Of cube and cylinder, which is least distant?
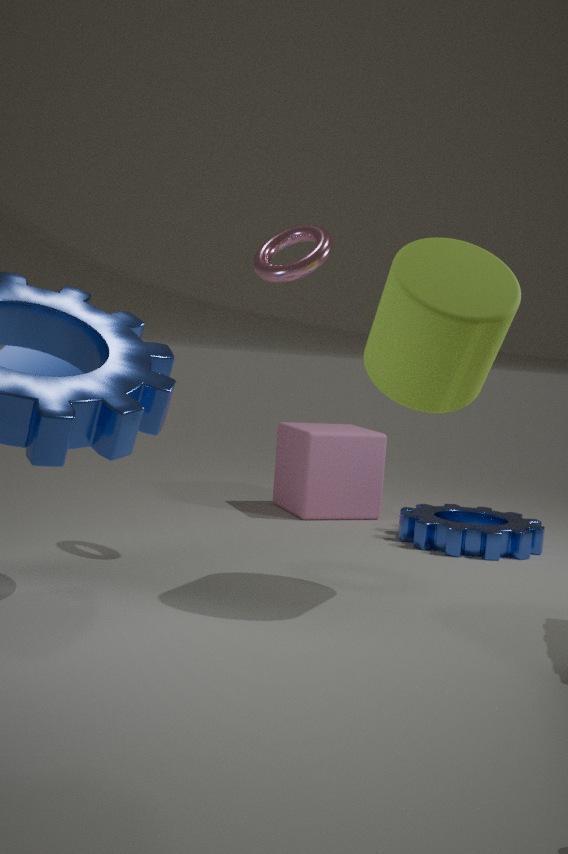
cylinder
